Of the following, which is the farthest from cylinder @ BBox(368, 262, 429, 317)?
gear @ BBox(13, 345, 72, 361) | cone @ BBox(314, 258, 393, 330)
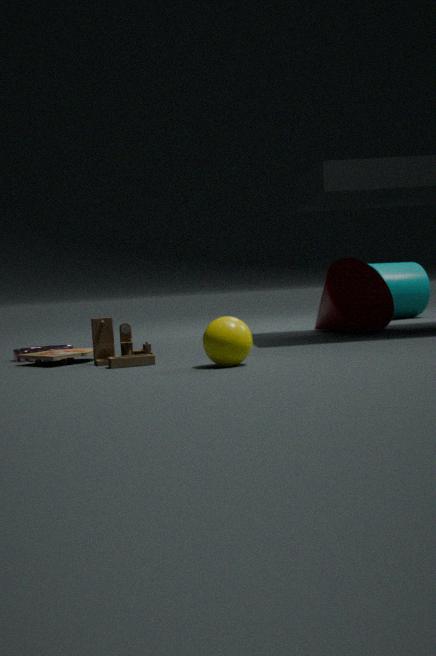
gear @ BBox(13, 345, 72, 361)
